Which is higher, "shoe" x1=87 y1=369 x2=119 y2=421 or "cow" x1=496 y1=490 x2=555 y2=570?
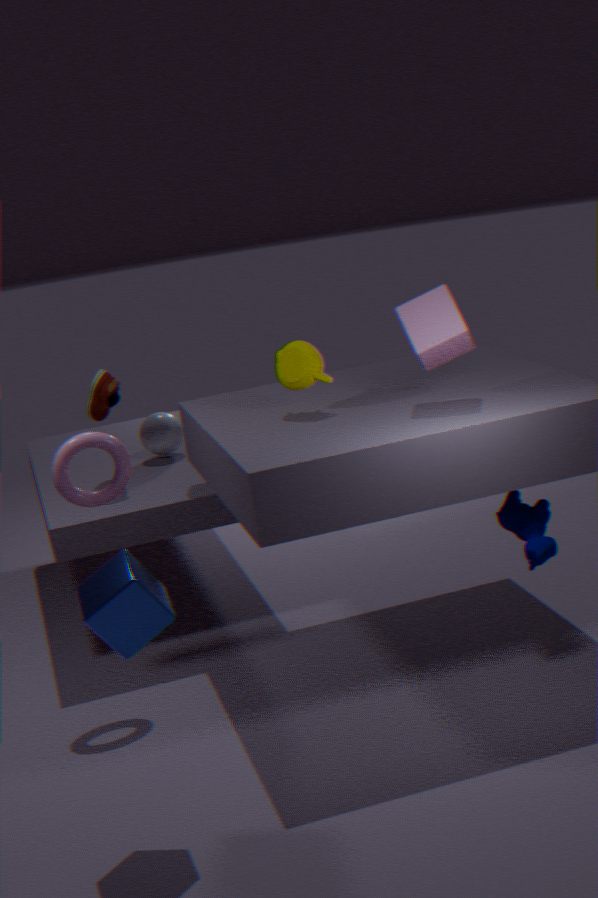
"shoe" x1=87 y1=369 x2=119 y2=421
